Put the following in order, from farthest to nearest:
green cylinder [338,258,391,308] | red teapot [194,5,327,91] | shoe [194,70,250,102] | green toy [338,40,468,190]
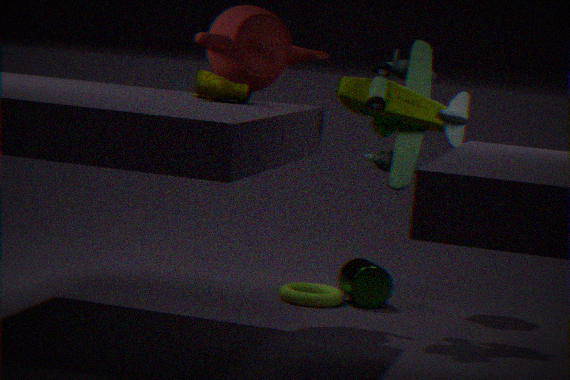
green cylinder [338,258,391,308]
red teapot [194,5,327,91]
green toy [338,40,468,190]
shoe [194,70,250,102]
